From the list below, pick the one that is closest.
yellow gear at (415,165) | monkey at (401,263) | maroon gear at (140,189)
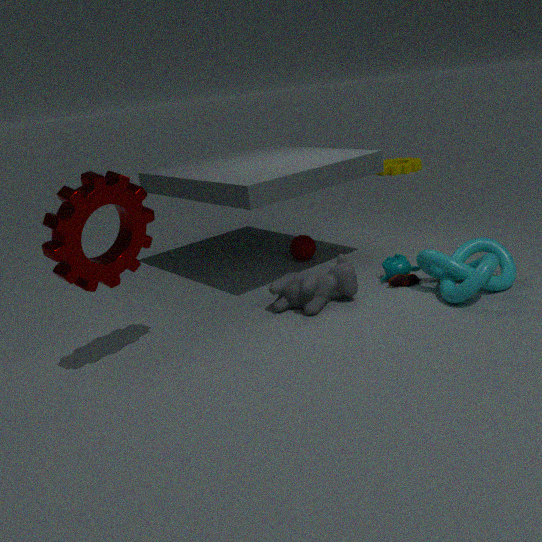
maroon gear at (140,189)
